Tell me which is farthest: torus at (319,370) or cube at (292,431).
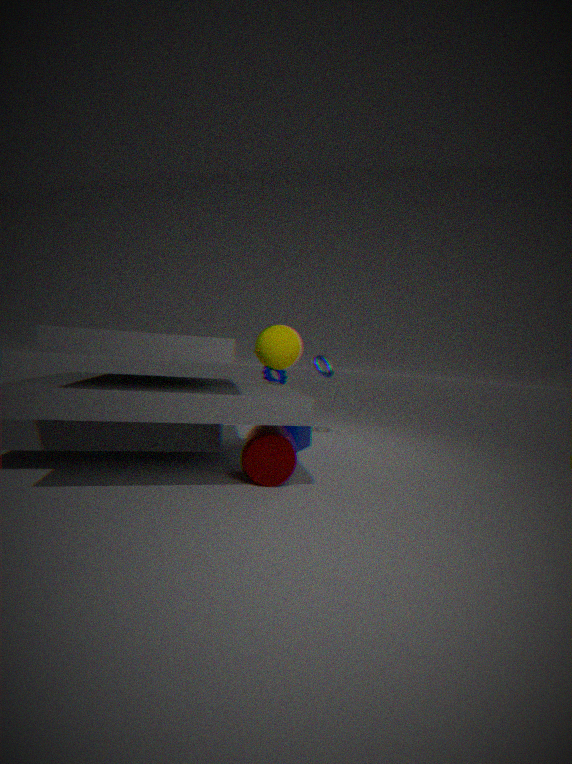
torus at (319,370)
